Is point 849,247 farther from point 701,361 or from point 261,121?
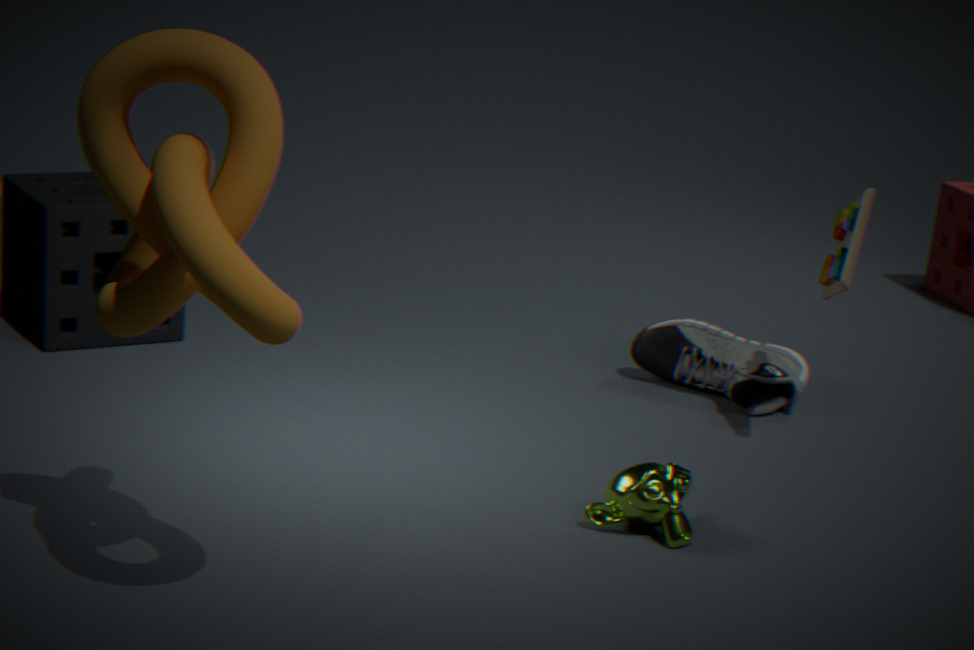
point 261,121
